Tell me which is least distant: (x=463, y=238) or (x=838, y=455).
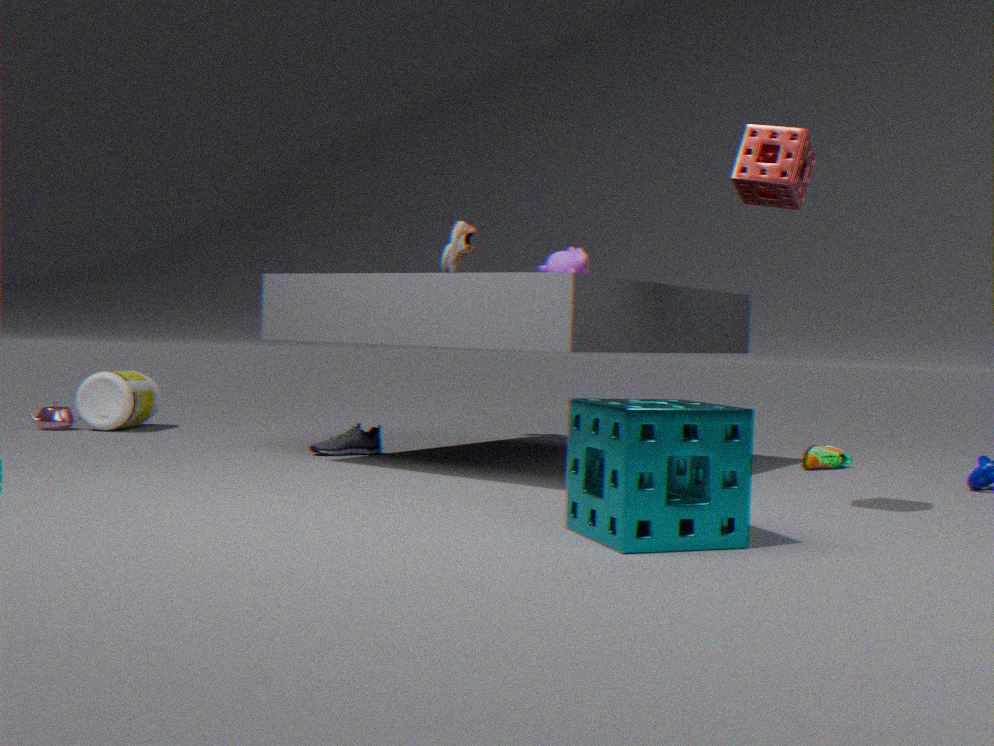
(x=838, y=455)
